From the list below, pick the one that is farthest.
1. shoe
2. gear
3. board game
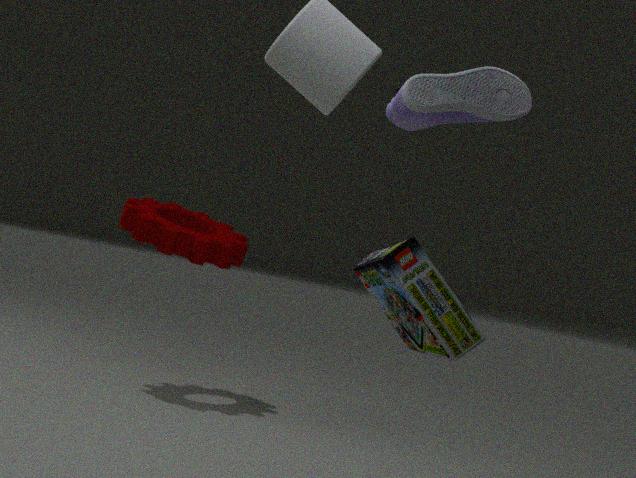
gear
